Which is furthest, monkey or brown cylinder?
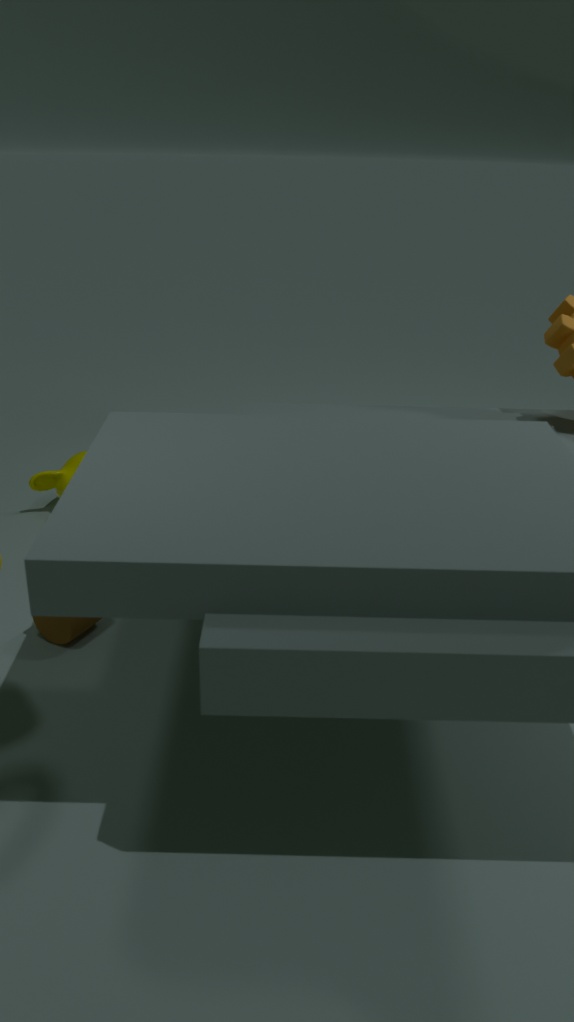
monkey
